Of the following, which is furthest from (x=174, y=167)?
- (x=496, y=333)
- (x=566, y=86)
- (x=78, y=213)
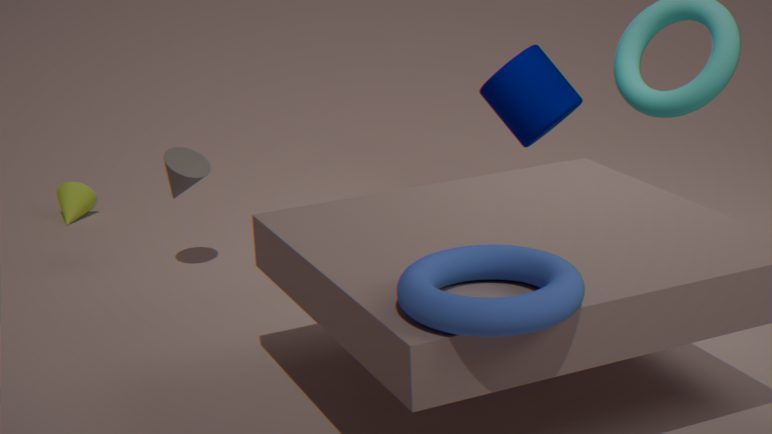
(x=496, y=333)
